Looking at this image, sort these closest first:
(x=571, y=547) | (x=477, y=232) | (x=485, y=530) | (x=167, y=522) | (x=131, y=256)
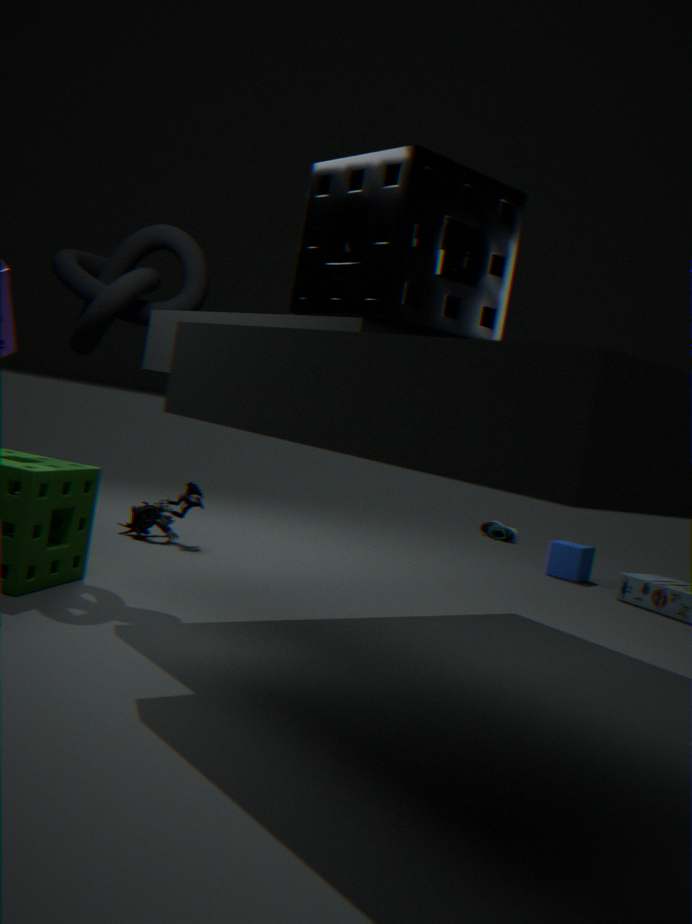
(x=477, y=232), (x=131, y=256), (x=167, y=522), (x=571, y=547), (x=485, y=530)
